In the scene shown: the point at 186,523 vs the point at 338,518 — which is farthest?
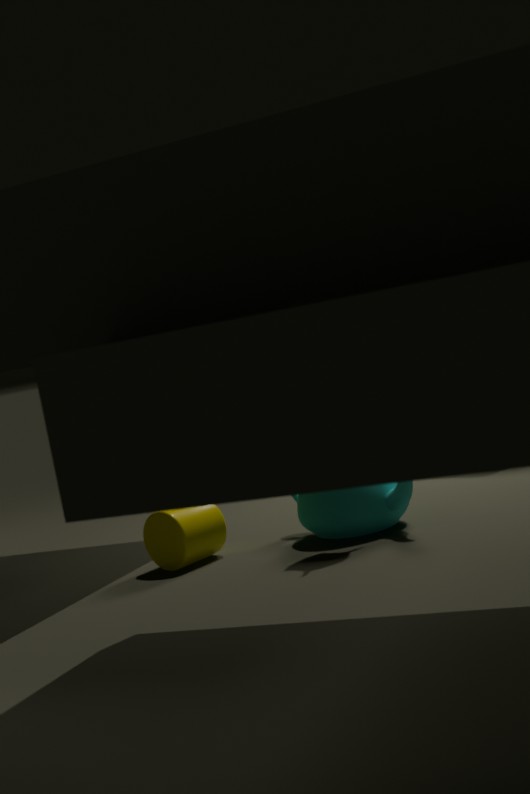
the point at 186,523
